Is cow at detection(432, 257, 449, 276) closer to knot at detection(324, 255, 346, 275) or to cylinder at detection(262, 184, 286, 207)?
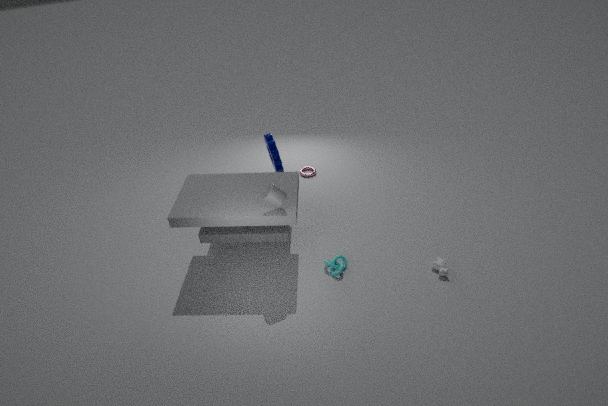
knot at detection(324, 255, 346, 275)
